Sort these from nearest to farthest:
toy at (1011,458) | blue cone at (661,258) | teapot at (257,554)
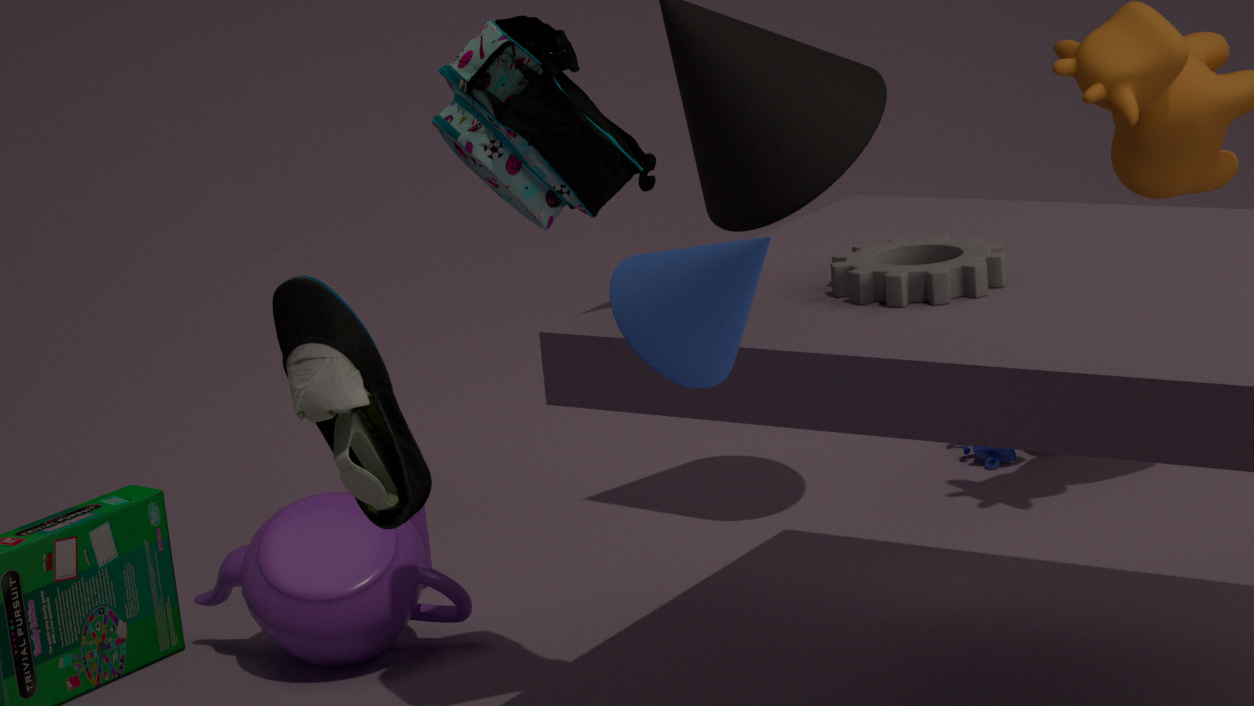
blue cone at (661,258), teapot at (257,554), toy at (1011,458)
